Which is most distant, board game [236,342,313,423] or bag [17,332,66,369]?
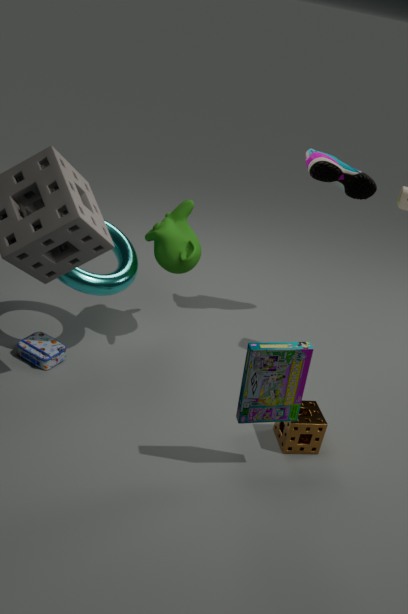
bag [17,332,66,369]
